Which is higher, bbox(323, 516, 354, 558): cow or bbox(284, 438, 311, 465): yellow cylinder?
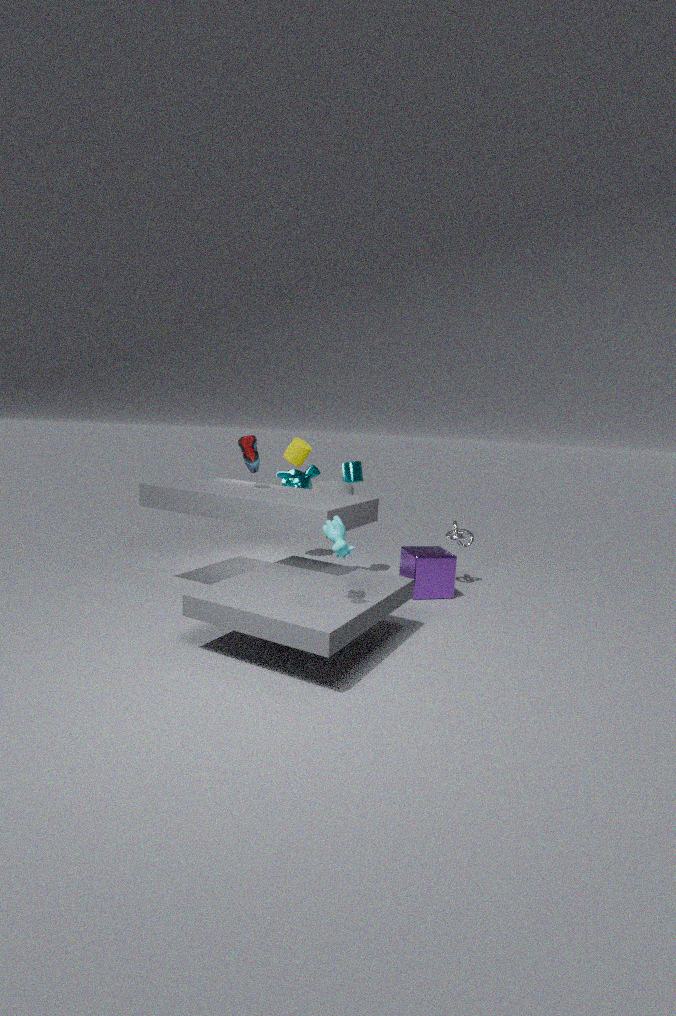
bbox(284, 438, 311, 465): yellow cylinder
